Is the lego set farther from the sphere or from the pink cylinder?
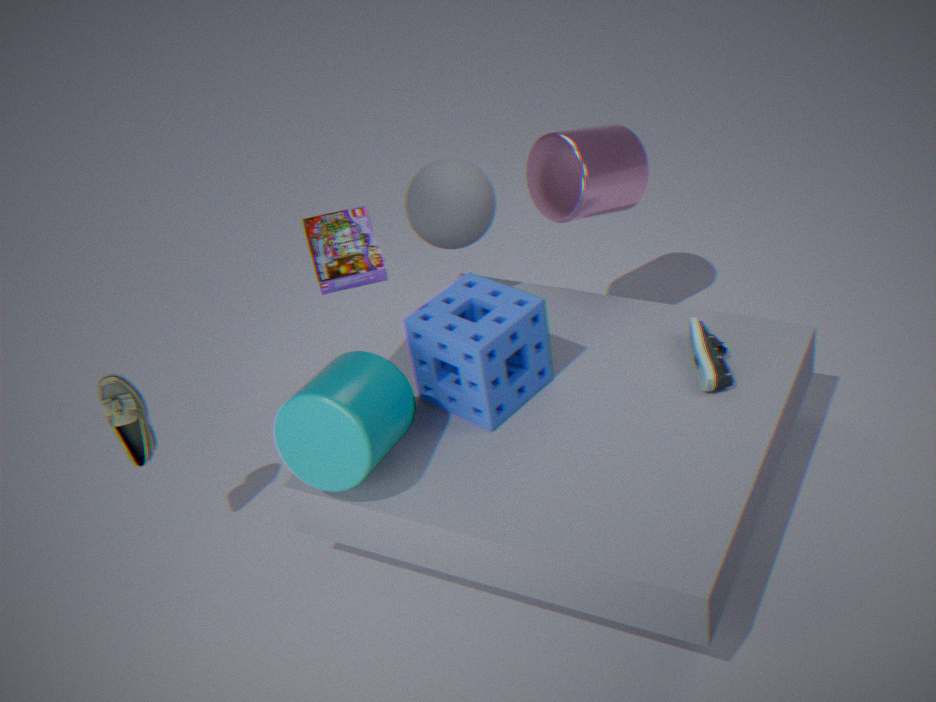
the pink cylinder
